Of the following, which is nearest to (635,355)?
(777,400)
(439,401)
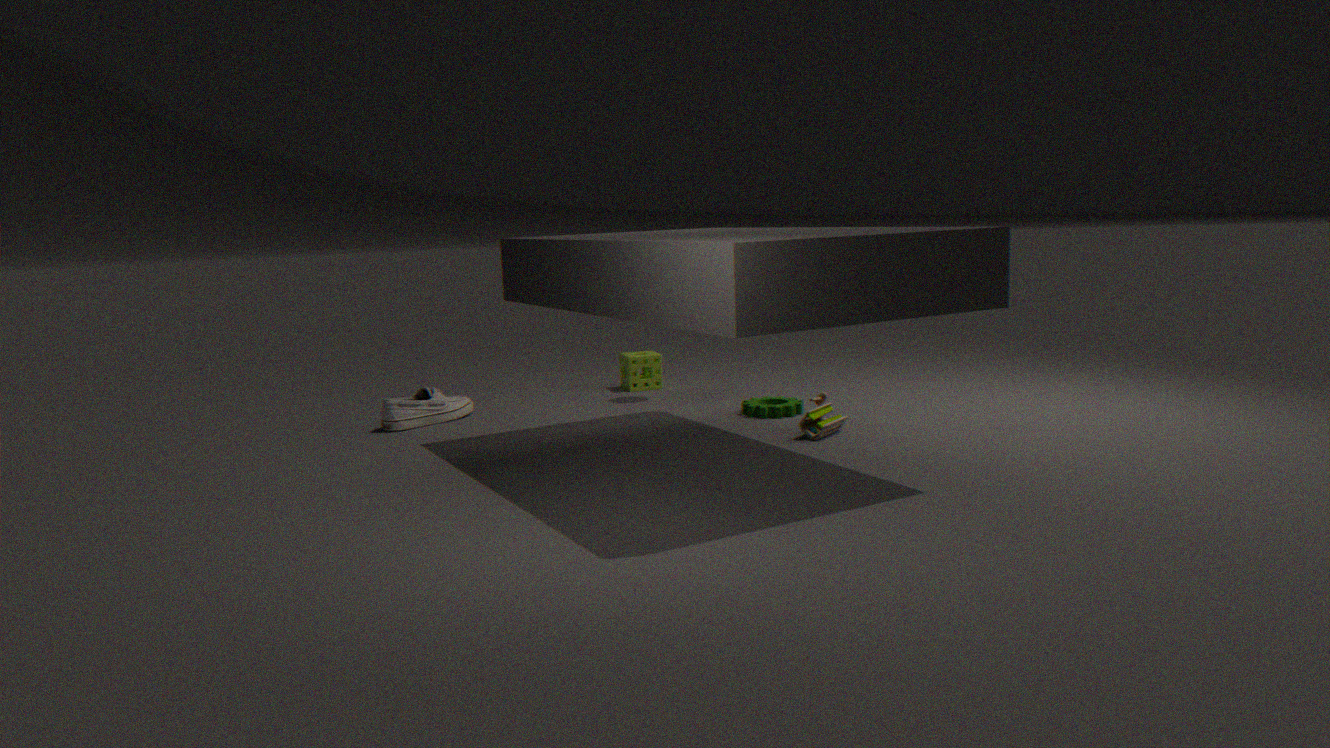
(777,400)
